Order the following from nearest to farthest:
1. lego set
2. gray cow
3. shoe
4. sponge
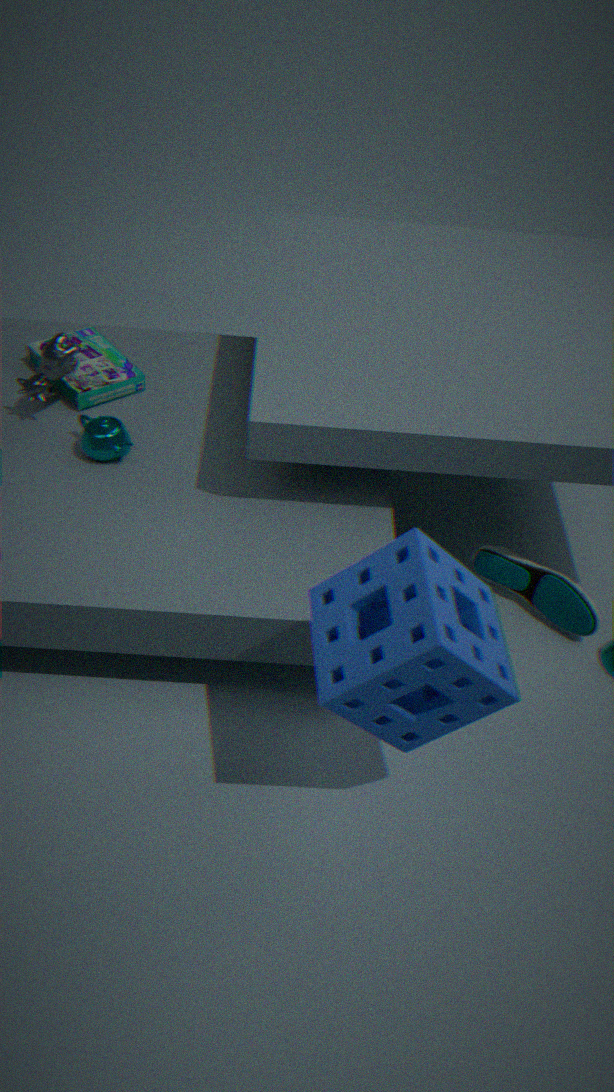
sponge → gray cow → shoe → lego set
